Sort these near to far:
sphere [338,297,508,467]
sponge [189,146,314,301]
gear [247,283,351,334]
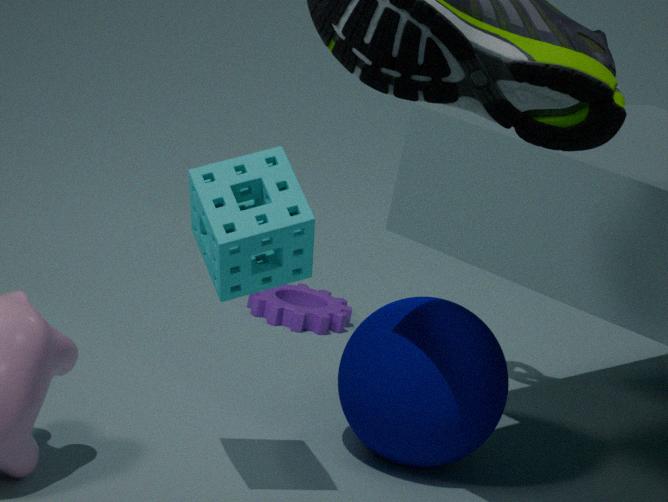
sponge [189,146,314,301]
sphere [338,297,508,467]
gear [247,283,351,334]
